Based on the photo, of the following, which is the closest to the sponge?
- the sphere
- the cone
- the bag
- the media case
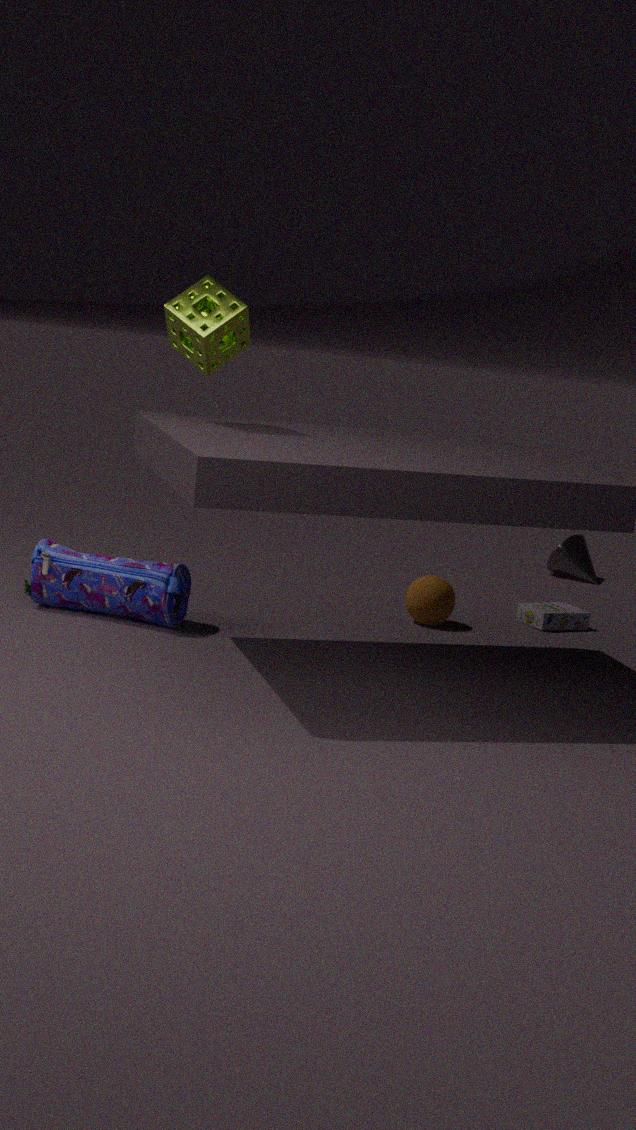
the bag
